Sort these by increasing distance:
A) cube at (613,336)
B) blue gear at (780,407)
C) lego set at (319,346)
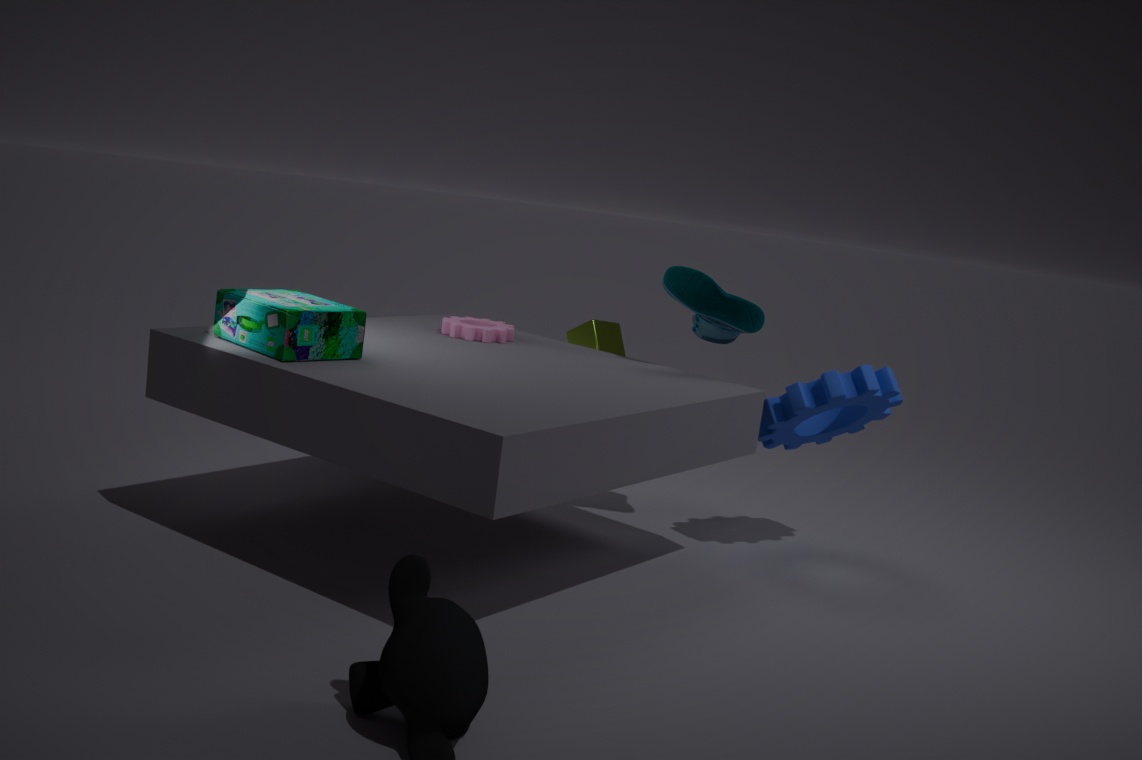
C. lego set at (319,346) → B. blue gear at (780,407) → A. cube at (613,336)
